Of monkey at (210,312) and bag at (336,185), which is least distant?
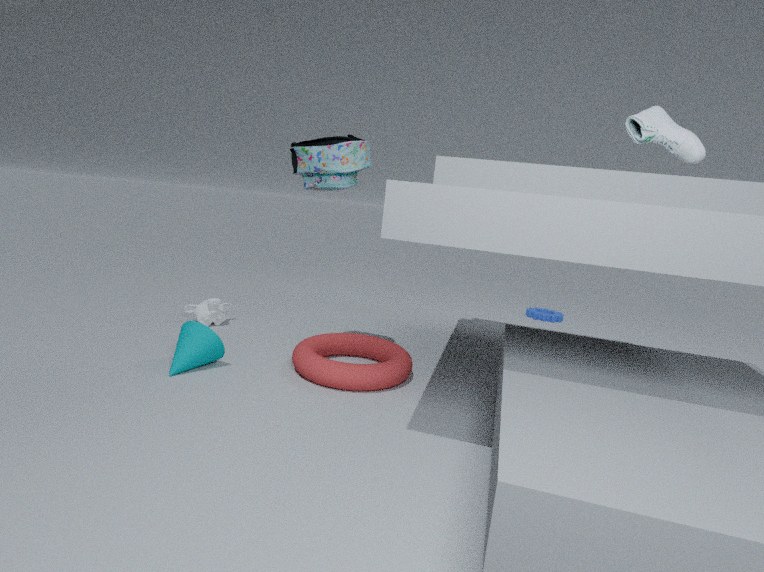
bag at (336,185)
